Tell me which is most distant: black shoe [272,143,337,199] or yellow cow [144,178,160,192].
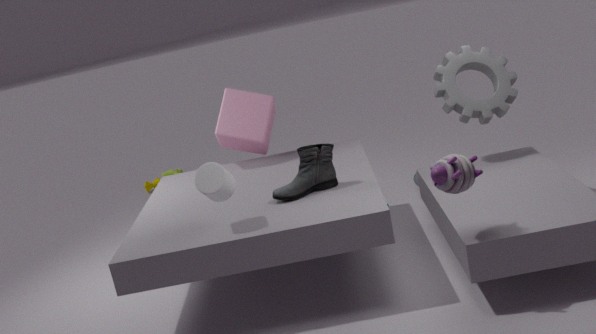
yellow cow [144,178,160,192]
